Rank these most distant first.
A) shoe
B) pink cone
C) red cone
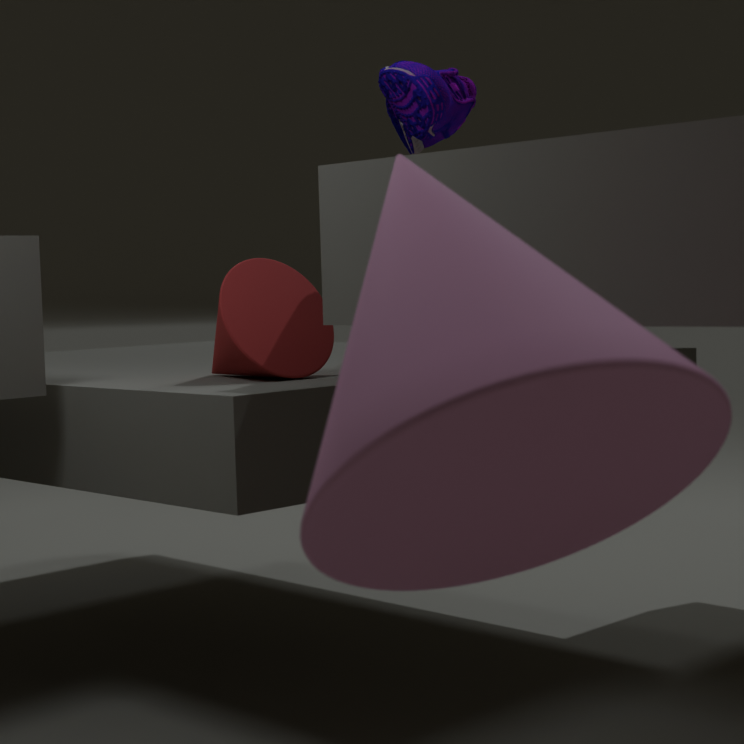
red cone, shoe, pink cone
